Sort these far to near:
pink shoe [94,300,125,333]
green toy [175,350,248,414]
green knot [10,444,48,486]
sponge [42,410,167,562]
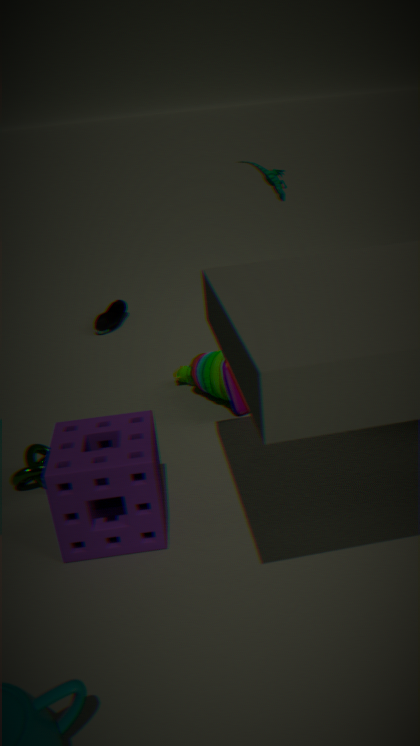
pink shoe [94,300,125,333]
green toy [175,350,248,414]
green knot [10,444,48,486]
sponge [42,410,167,562]
